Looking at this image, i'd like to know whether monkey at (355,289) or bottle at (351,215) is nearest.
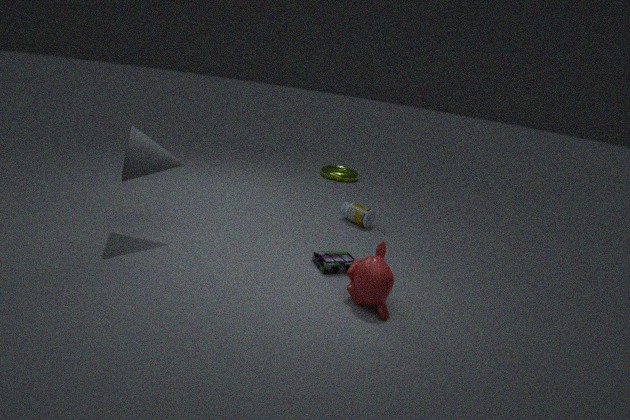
monkey at (355,289)
